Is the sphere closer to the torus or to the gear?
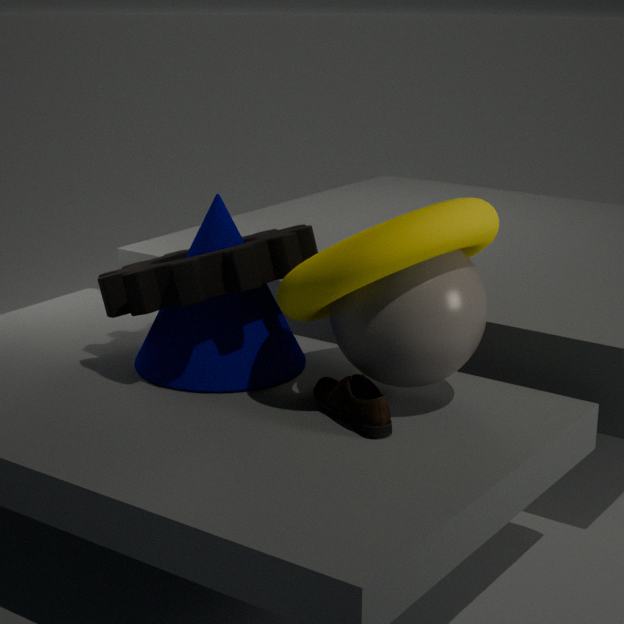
the torus
